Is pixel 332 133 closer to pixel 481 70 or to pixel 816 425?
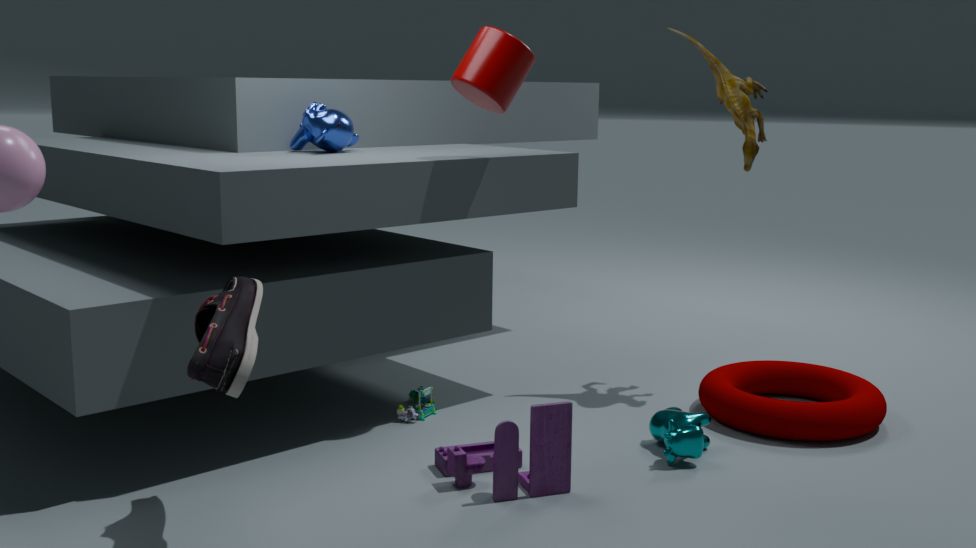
pixel 481 70
